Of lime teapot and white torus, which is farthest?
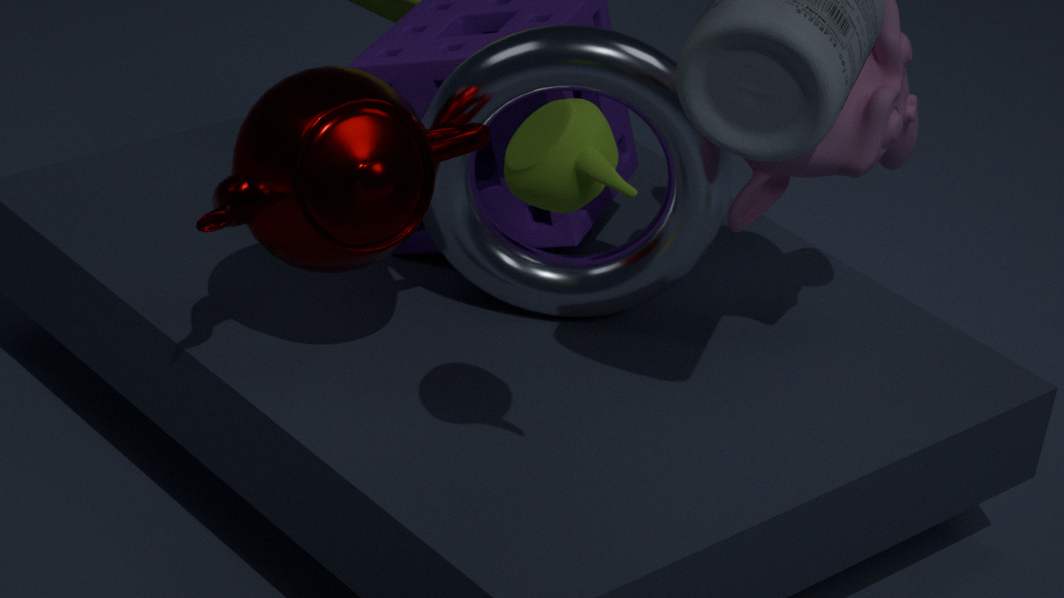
white torus
